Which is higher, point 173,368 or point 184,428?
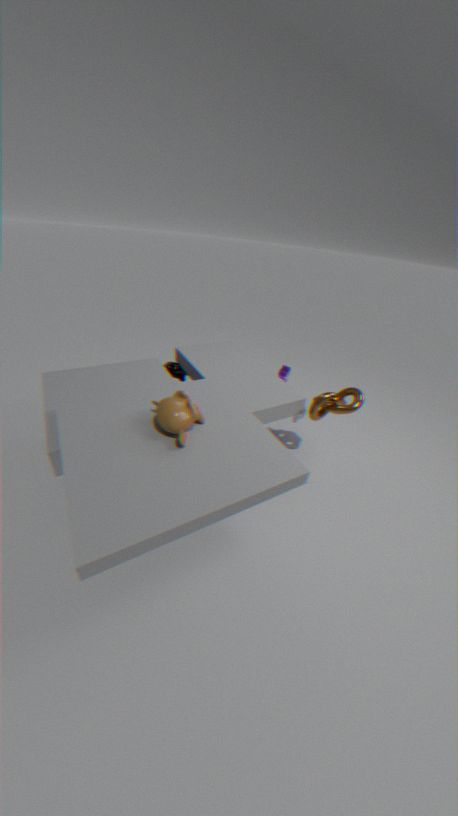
point 184,428
